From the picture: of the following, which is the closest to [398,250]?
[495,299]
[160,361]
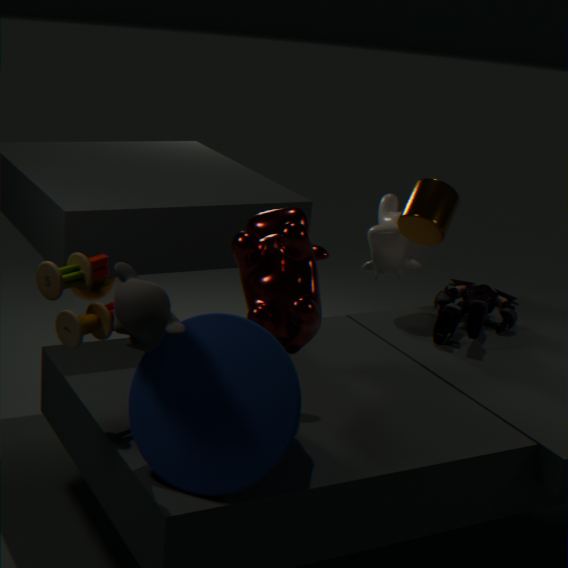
[495,299]
